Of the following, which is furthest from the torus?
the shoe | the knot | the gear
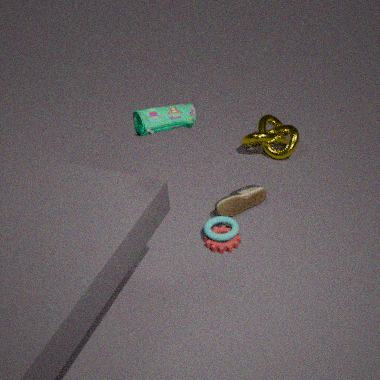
the knot
